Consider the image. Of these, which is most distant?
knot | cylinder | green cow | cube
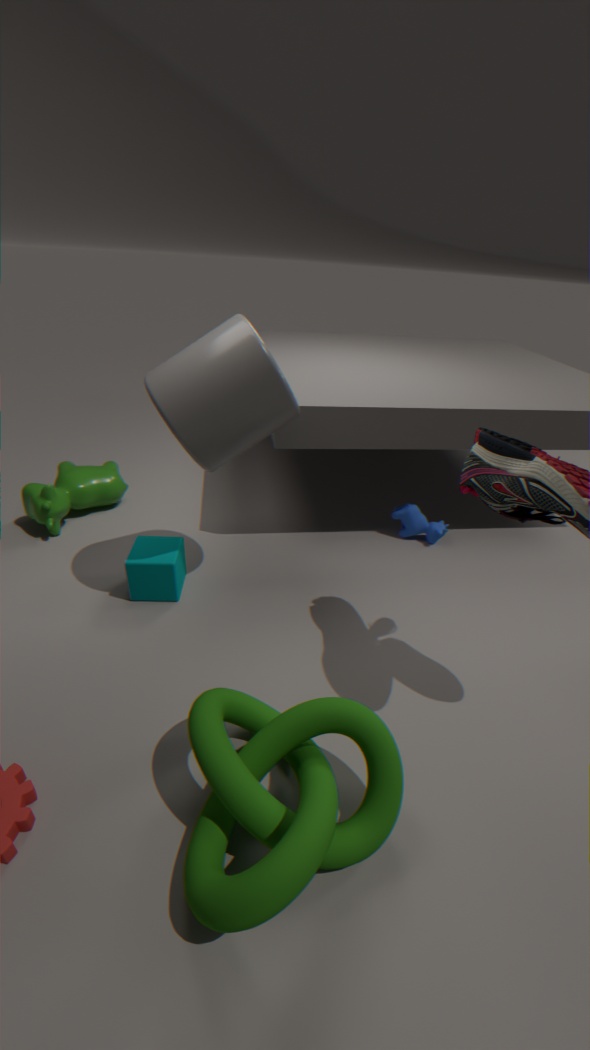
green cow
